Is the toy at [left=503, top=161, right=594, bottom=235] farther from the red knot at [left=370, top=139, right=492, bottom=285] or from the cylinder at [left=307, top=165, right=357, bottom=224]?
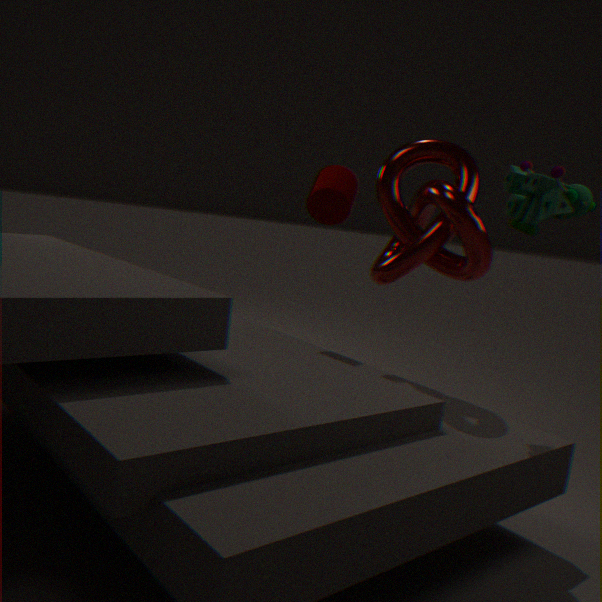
the cylinder at [left=307, top=165, right=357, bottom=224]
